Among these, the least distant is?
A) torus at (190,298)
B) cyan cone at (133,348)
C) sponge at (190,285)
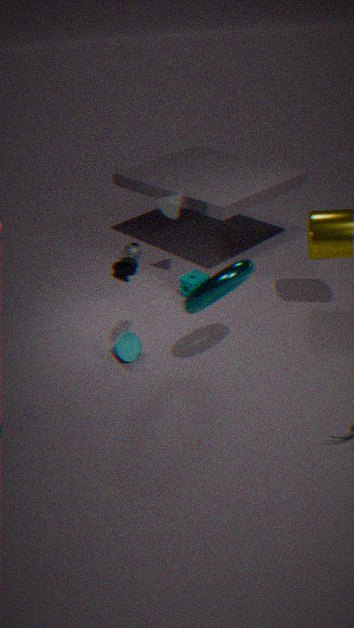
torus at (190,298)
